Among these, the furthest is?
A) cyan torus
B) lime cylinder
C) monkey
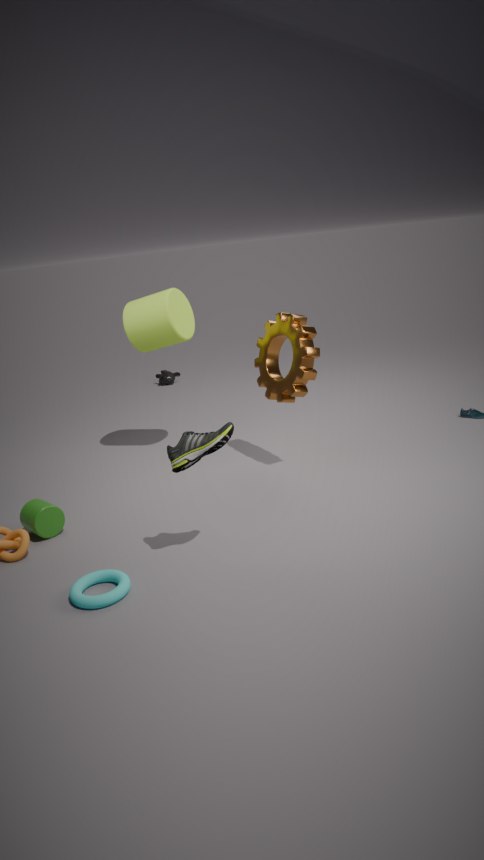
monkey
